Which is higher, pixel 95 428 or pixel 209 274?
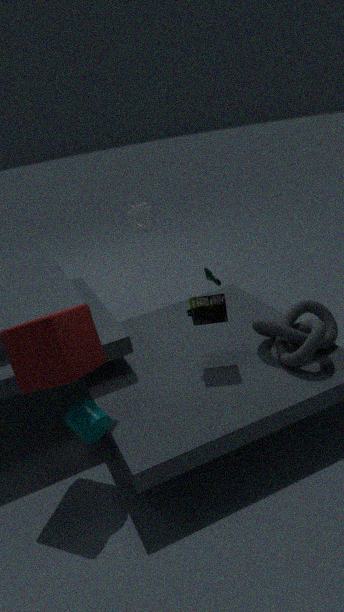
pixel 95 428
